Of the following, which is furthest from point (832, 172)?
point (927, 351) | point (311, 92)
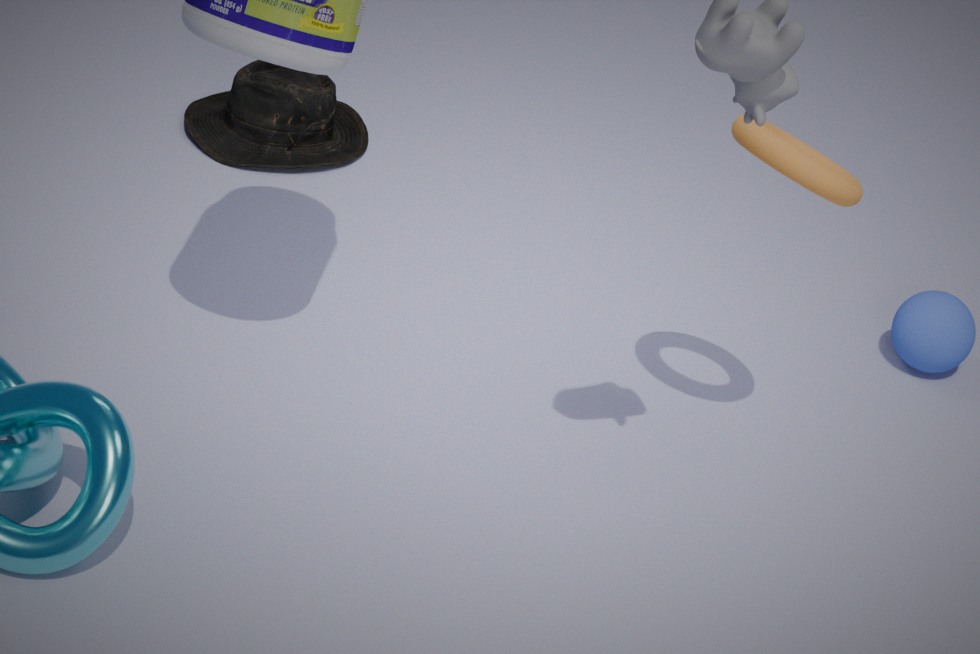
point (311, 92)
